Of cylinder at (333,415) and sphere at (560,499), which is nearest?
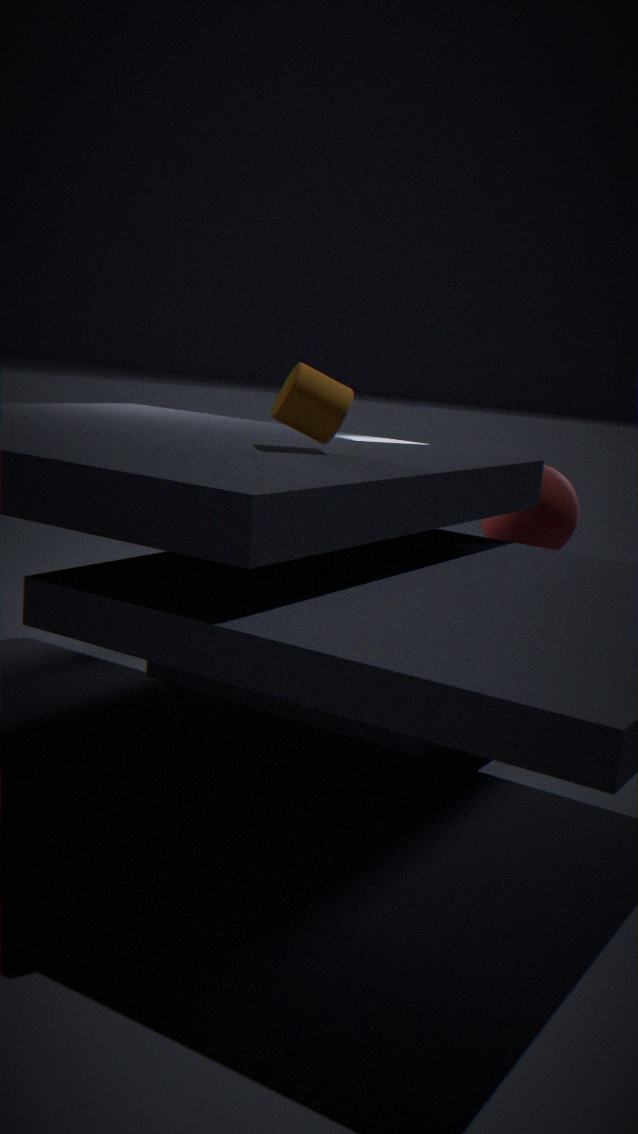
cylinder at (333,415)
